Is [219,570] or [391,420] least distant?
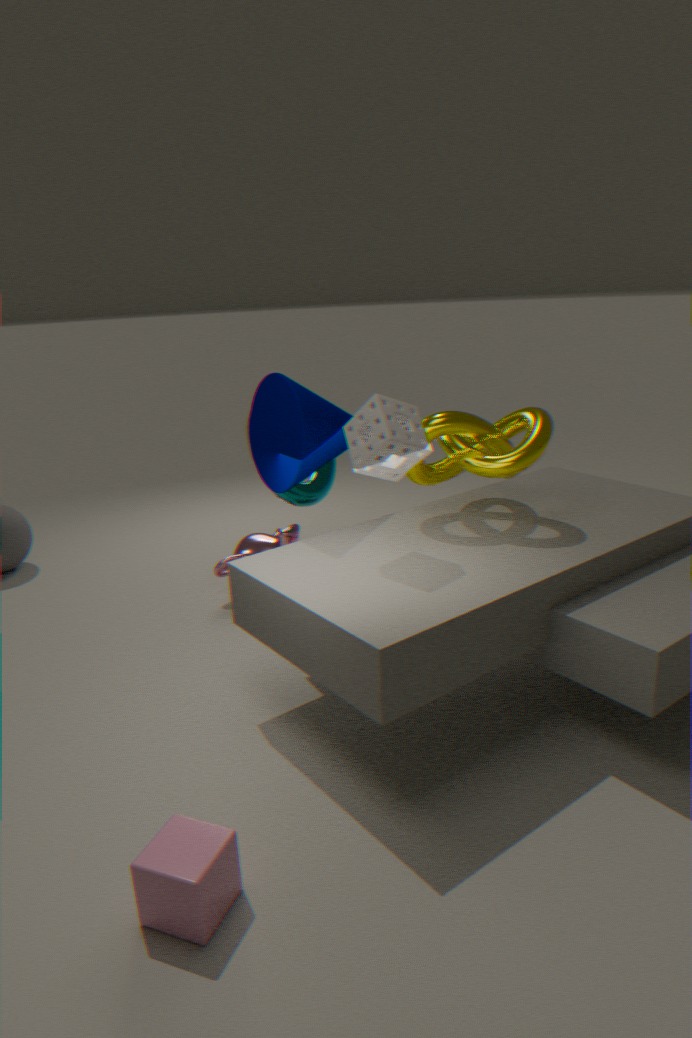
[391,420]
